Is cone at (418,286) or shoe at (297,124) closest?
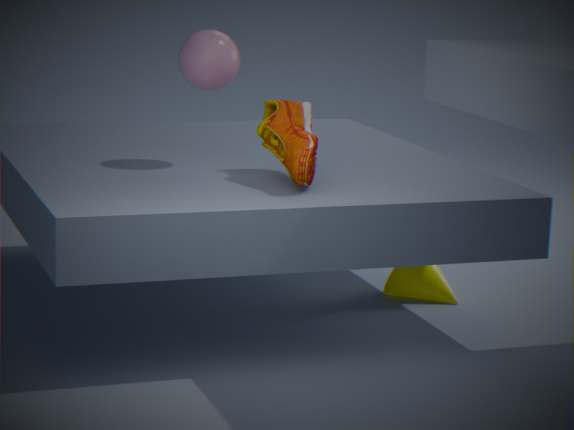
shoe at (297,124)
